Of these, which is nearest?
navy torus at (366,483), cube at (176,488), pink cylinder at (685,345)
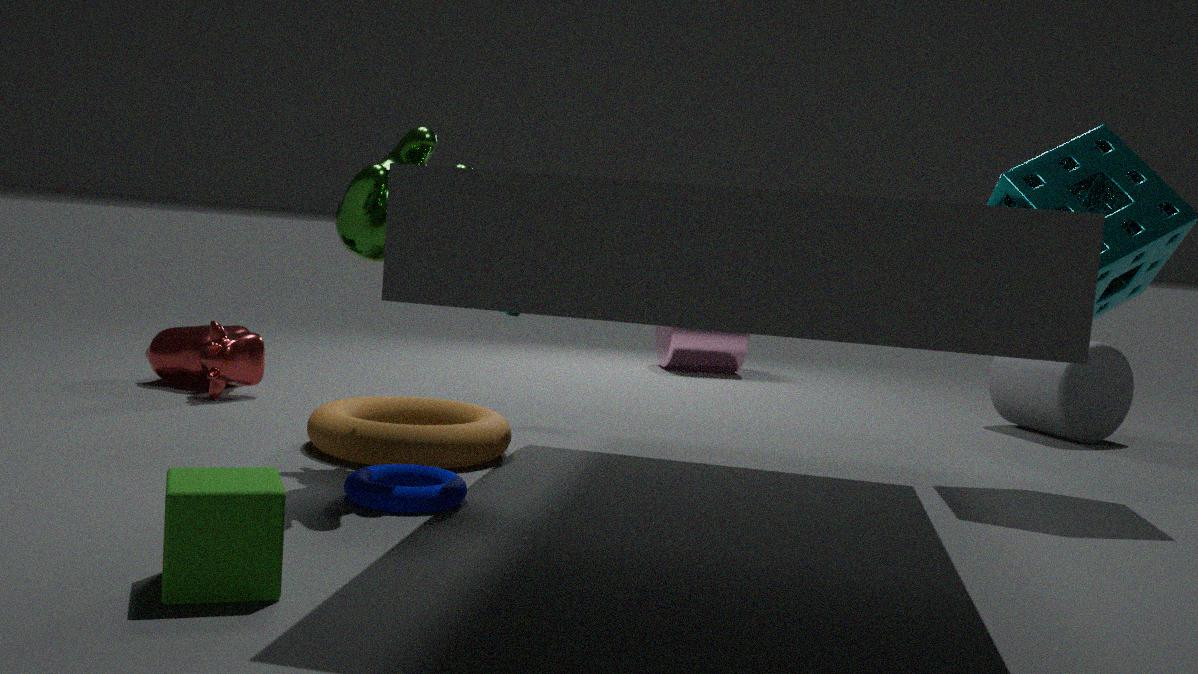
cube at (176,488)
